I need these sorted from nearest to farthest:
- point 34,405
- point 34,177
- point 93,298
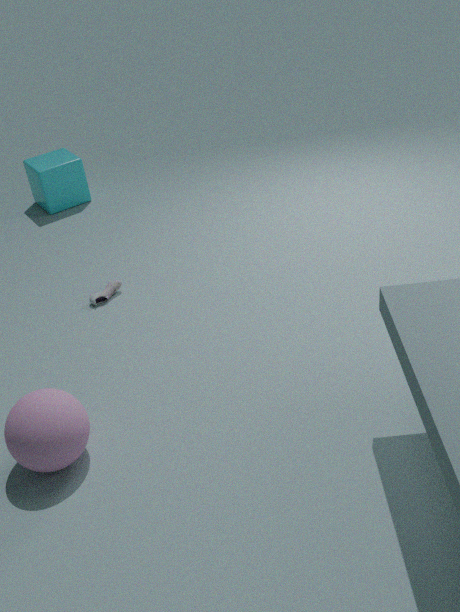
point 34,405 → point 93,298 → point 34,177
